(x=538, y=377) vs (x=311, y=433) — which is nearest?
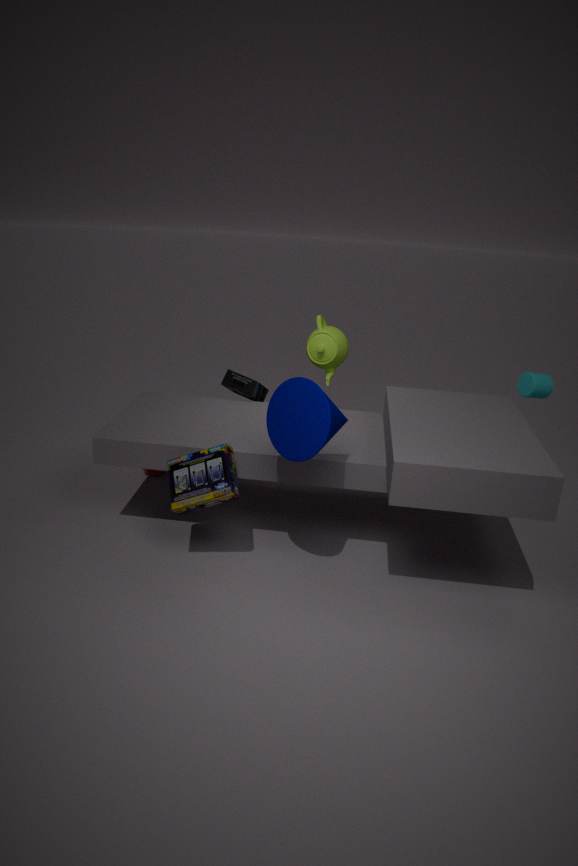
(x=311, y=433)
